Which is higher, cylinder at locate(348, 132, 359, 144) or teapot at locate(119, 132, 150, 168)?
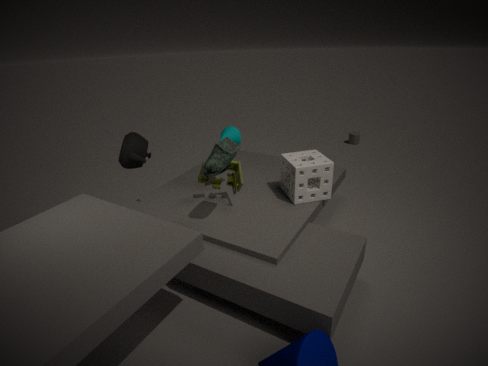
teapot at locate(119, 132, 150, 168)
